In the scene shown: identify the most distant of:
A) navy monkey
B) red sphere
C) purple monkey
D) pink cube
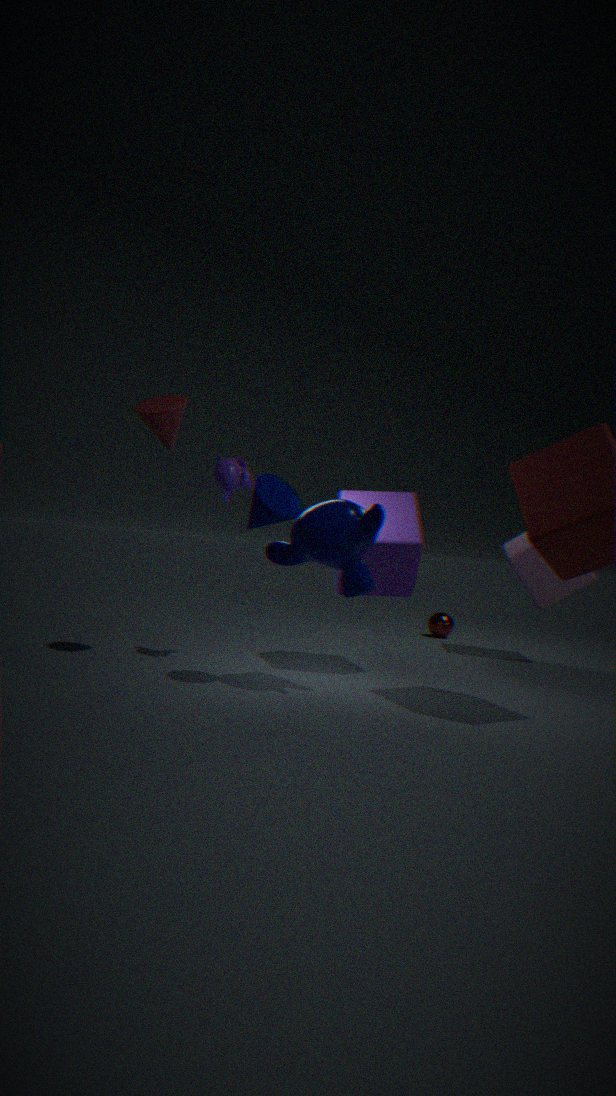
red sphere
